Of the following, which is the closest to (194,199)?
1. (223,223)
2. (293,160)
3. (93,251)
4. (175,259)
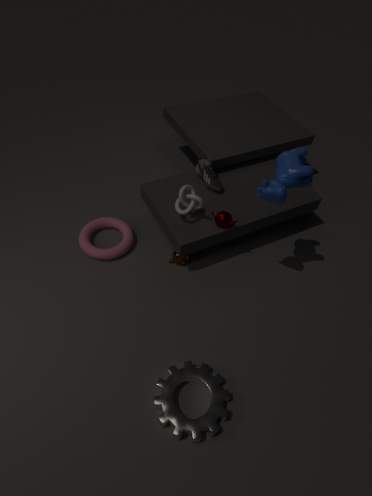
(223,223)
